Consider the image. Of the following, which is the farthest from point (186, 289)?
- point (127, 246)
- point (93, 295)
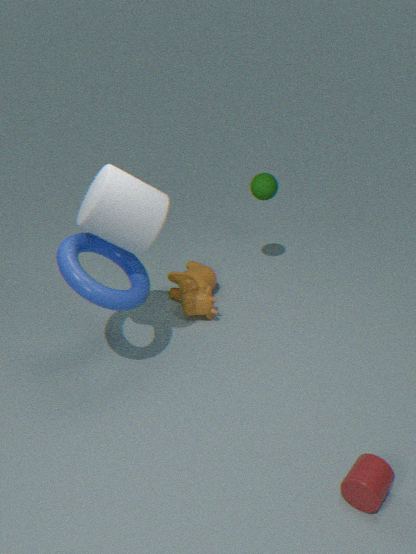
point (127, 246)
